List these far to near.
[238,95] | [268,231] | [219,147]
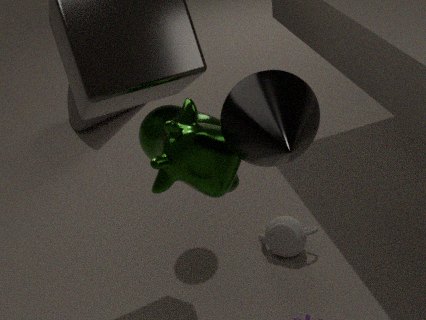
[268,231] < [219,147] < [238,95]
